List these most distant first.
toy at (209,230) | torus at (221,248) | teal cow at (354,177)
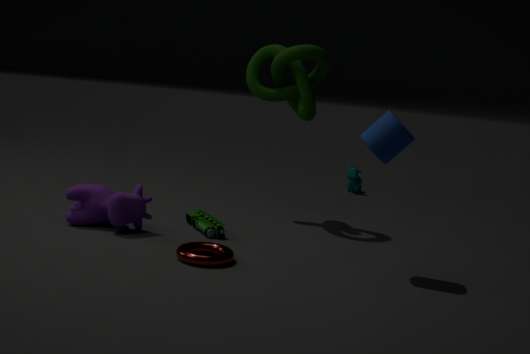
1. teal cow at (354,177)
2. toy at (209,230)
3. torus at (221,248)
